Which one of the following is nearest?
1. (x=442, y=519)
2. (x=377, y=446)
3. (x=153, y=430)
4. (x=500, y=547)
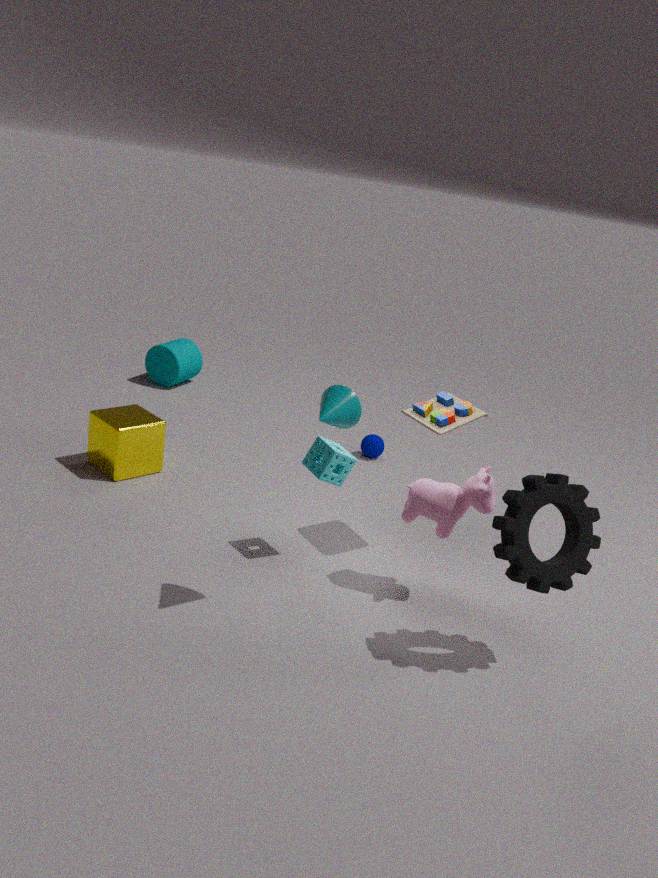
(x=500, y=547)
